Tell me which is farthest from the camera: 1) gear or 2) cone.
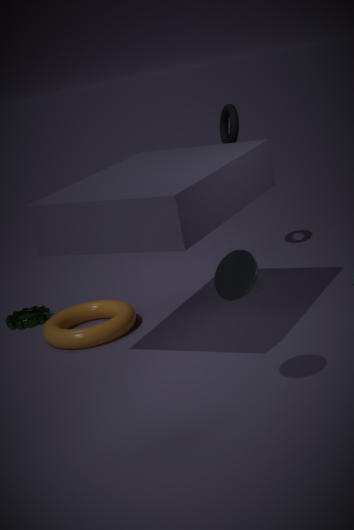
1. gear
